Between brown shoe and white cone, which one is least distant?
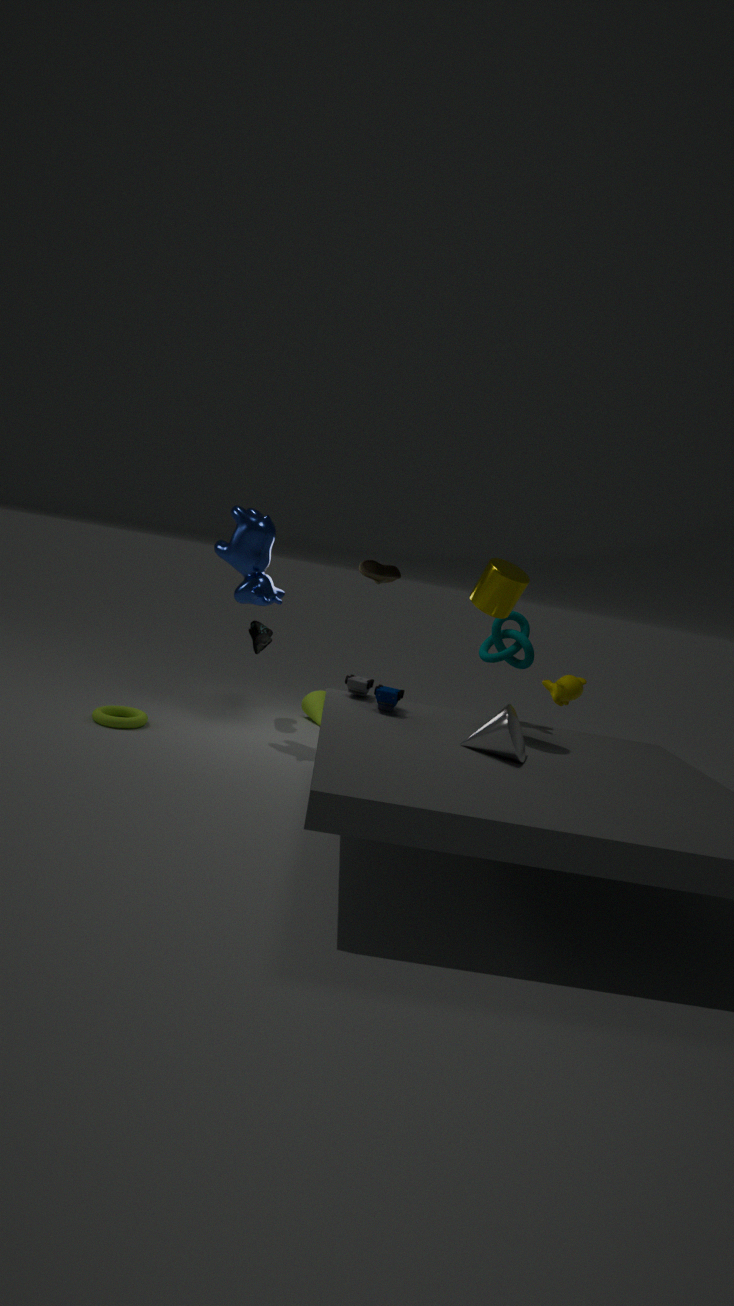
white cone
